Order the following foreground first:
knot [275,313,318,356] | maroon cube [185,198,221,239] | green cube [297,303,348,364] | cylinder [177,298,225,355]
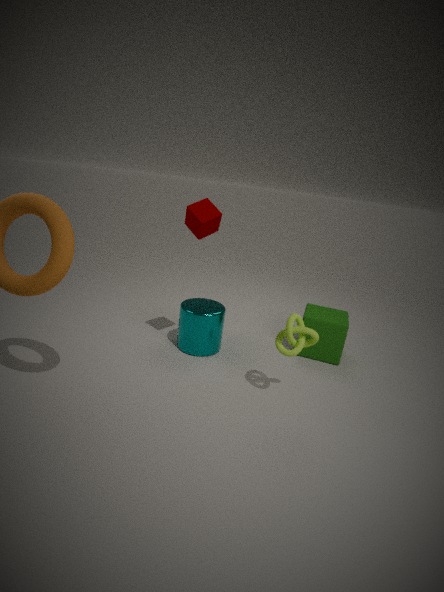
1. knot [275,313,318,356]
2. maroon cube [185,198,221,239]
3. cylinder [177,298,225,355]
4. green cube [297,303,348,364]
